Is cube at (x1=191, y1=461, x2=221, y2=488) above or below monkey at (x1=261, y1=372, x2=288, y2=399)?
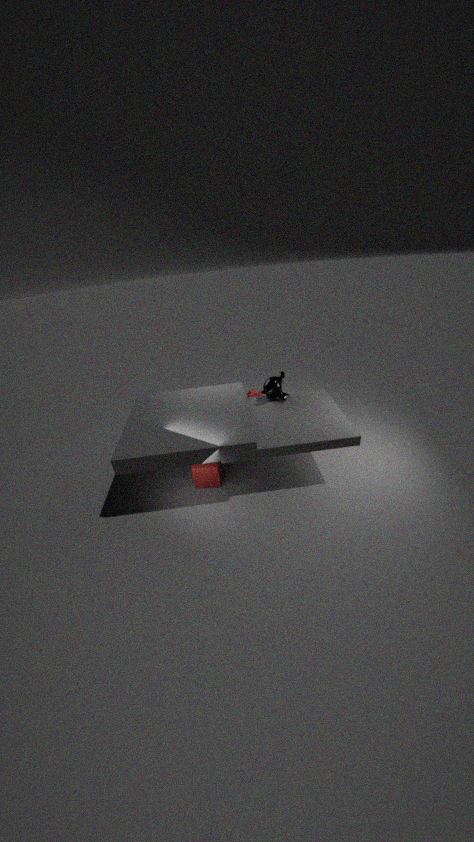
below
